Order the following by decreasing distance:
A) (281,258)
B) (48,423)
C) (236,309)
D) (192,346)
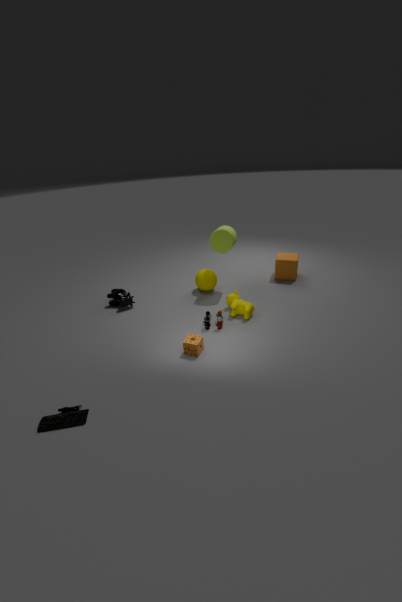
(281,258), (236,309), (192,346), (48,423)
